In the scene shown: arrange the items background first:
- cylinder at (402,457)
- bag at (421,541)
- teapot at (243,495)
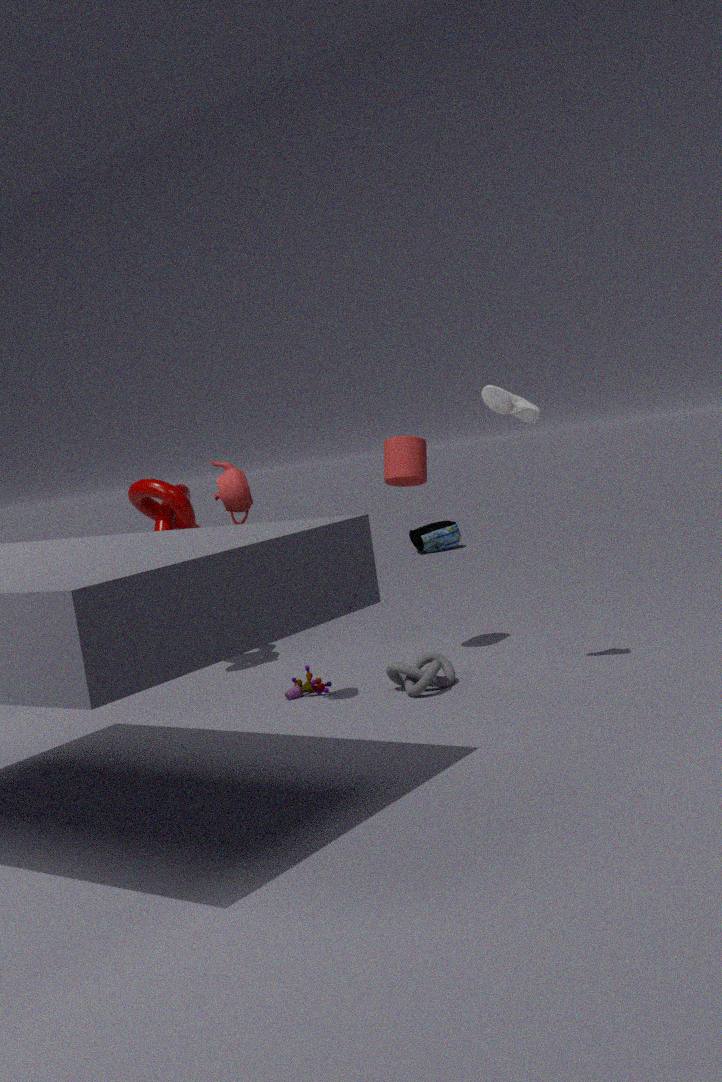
1. bag at (421,541)
2. cylinder at (402,457)
3. teapot at (243,495)
